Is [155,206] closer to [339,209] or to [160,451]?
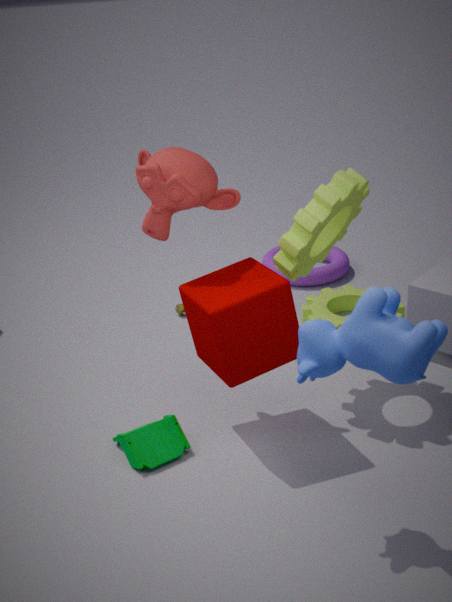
[339,209]
